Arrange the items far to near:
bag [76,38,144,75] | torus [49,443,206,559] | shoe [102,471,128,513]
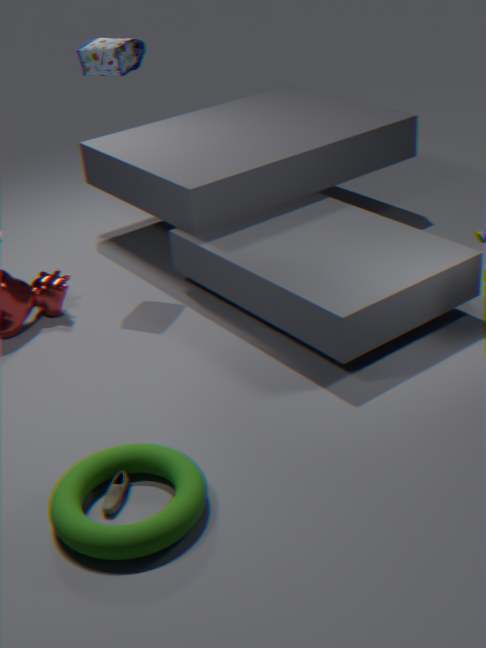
bag [76,38,144,75] < shoe [102,471,128,513] < torus [49,443,206,559]
